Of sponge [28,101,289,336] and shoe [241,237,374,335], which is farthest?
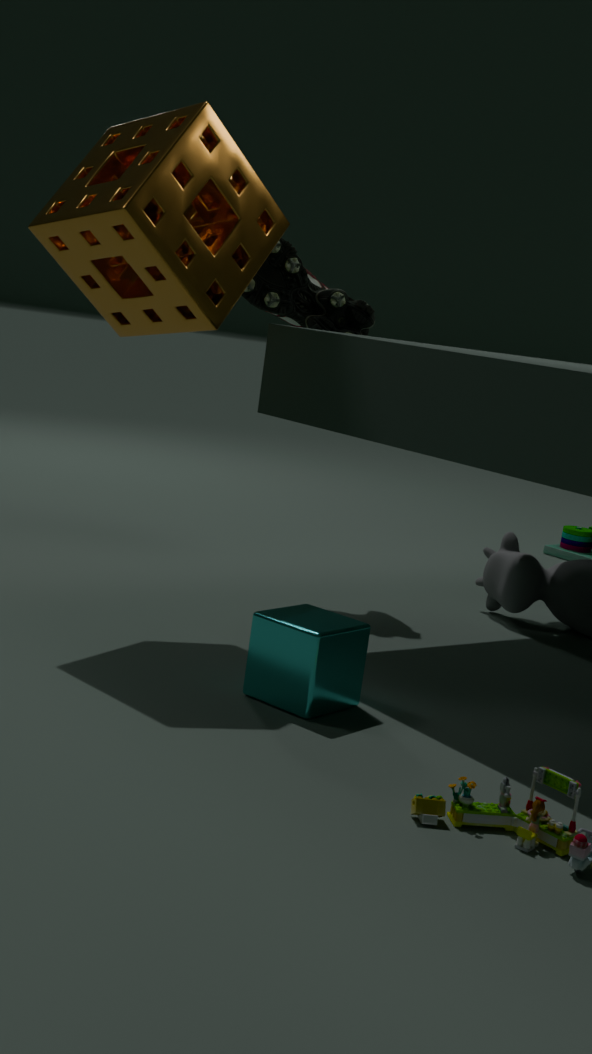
shoe [241,237,374,335]
